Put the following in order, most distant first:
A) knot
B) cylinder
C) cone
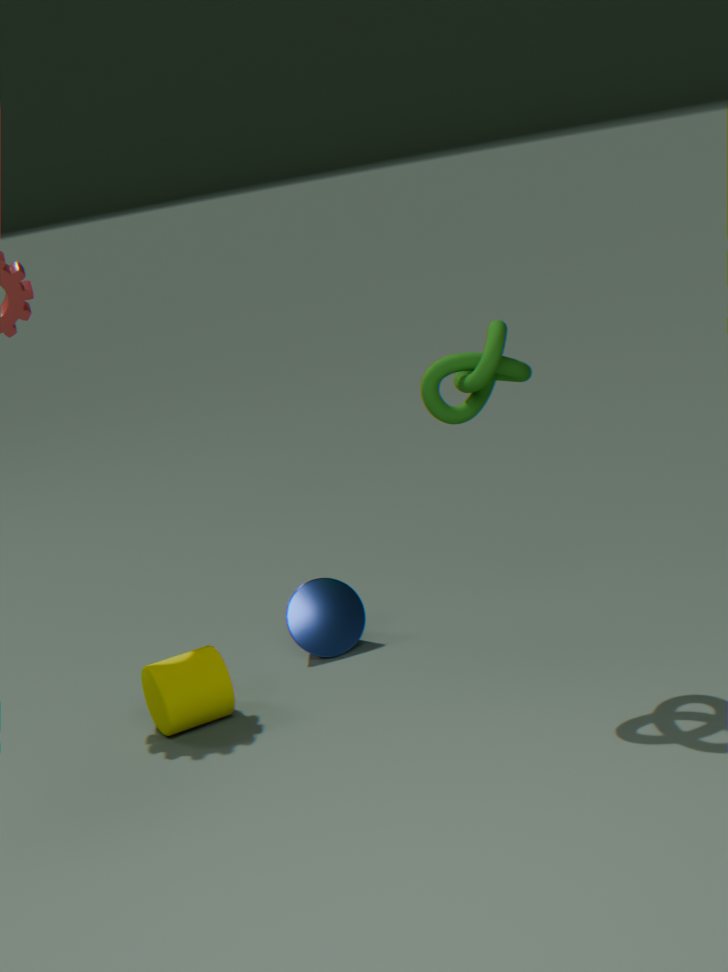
cone, cylinder, knot
